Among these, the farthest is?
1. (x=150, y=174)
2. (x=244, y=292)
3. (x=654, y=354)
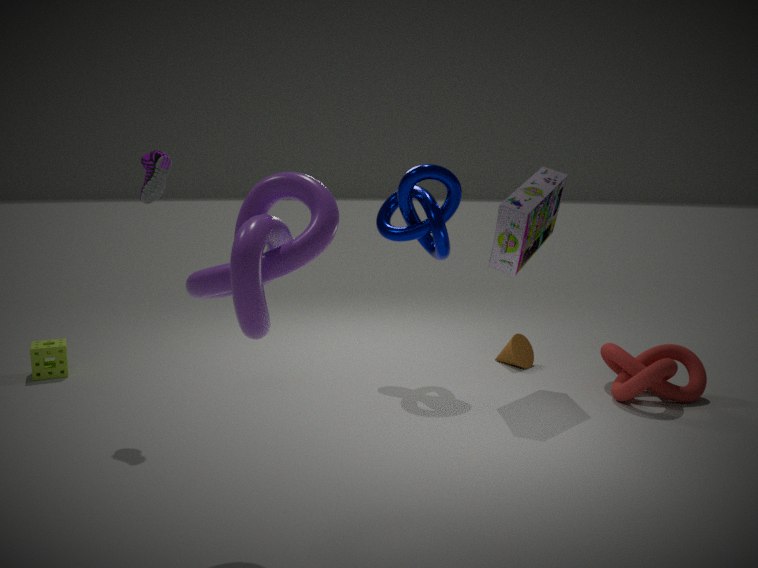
(x=654, y=354)
